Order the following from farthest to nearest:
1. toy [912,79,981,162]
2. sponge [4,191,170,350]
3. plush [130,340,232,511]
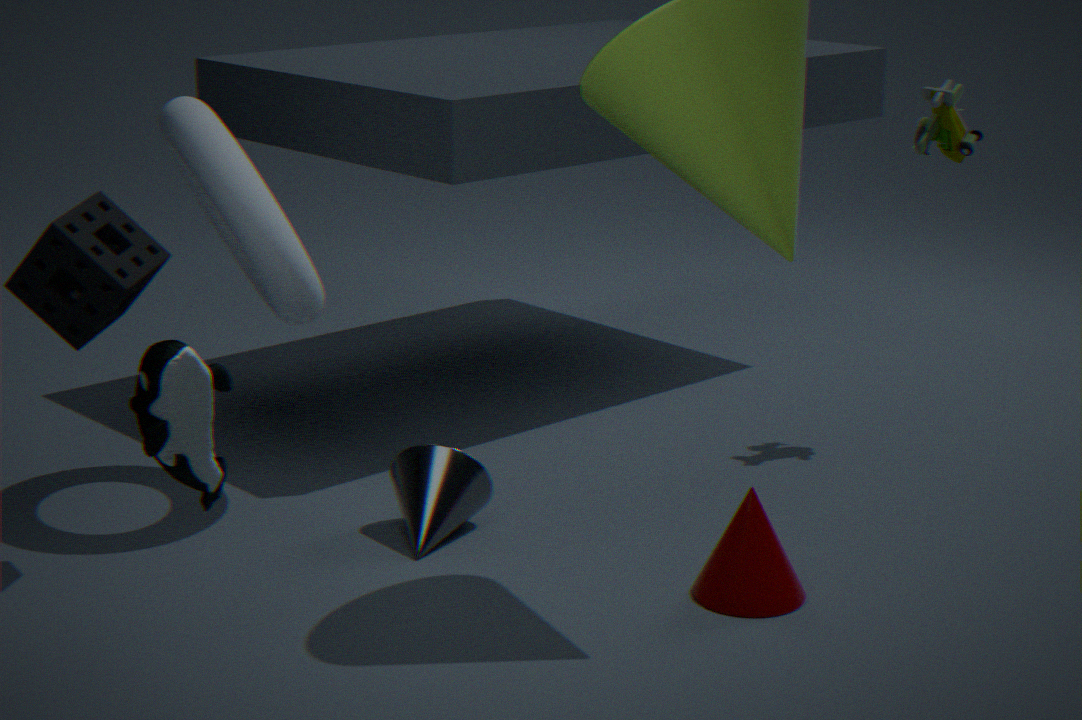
toy [912,79,981,162] → sponge [4,191,170,350] → plush [130,340,232,511]
